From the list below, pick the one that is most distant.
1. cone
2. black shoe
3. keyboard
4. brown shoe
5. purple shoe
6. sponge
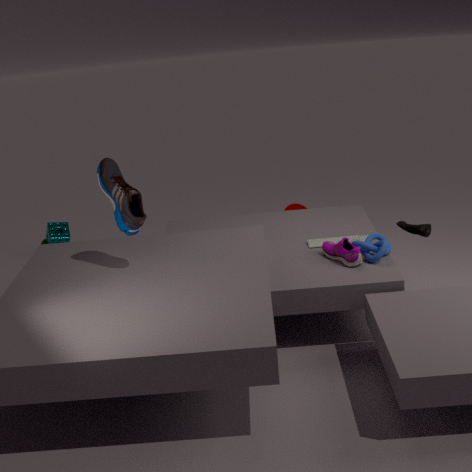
sponge
